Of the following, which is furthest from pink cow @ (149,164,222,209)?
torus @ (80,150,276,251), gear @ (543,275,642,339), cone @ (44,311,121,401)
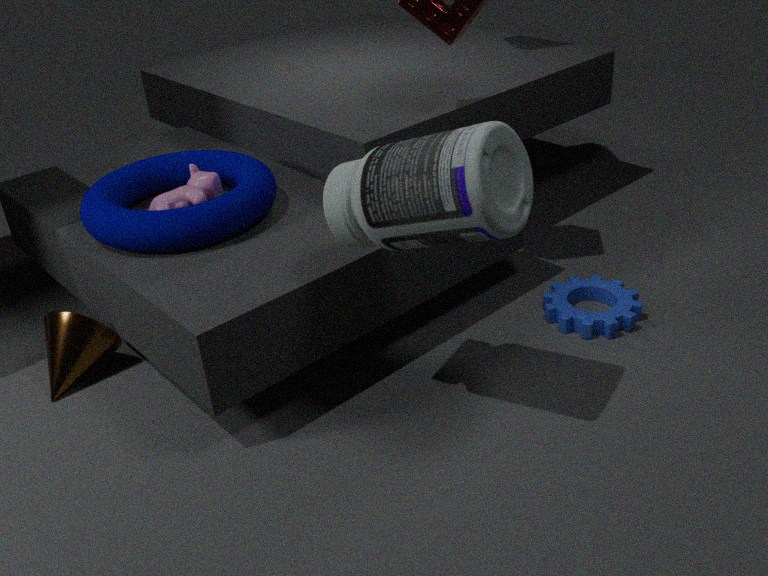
gear @ (543,275,642,339)
